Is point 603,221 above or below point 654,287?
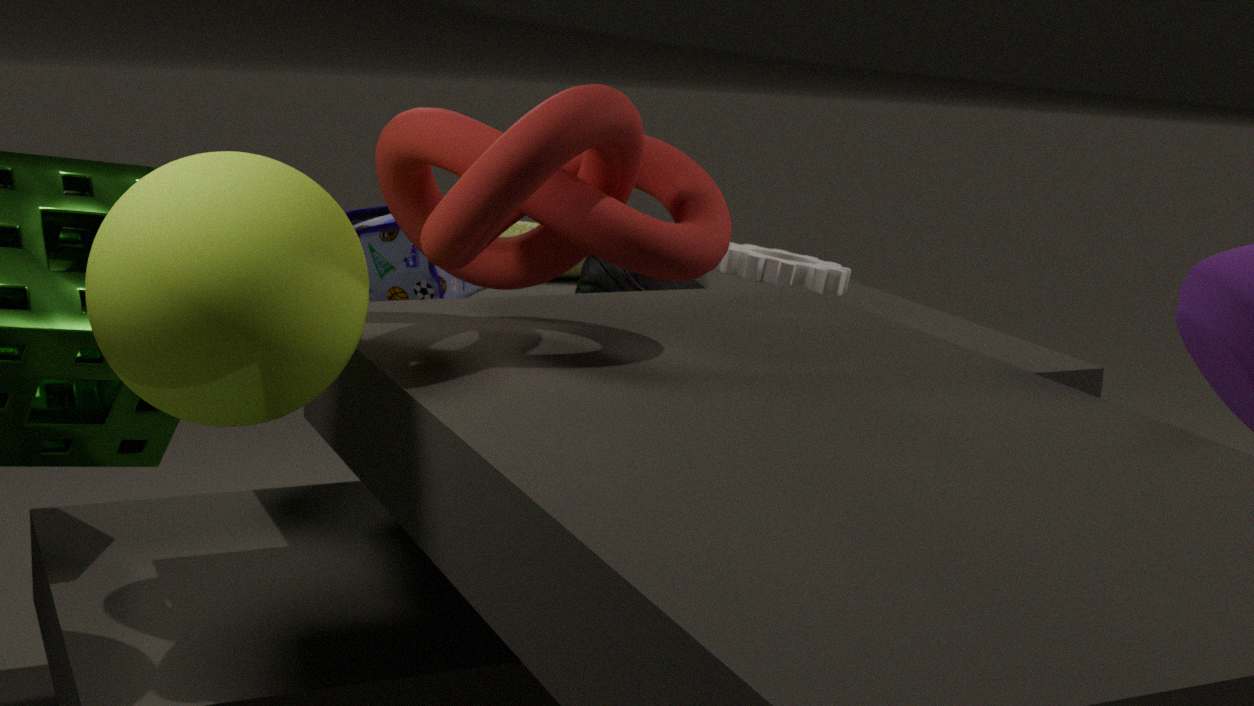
above
